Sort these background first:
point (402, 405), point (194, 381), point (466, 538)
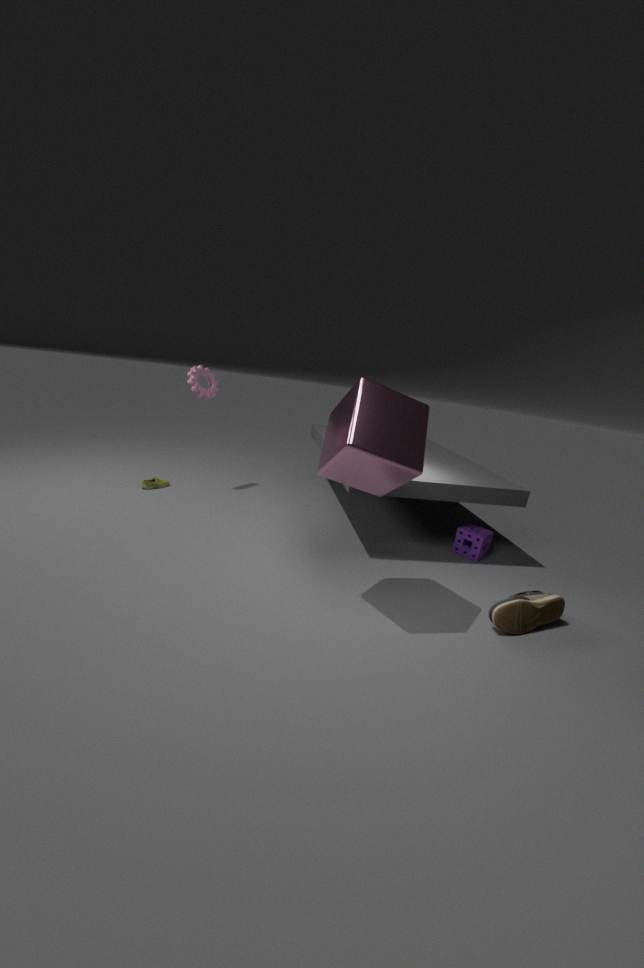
1. point (194, 381)
2. point (466, 538)
3. point (402, 405)
